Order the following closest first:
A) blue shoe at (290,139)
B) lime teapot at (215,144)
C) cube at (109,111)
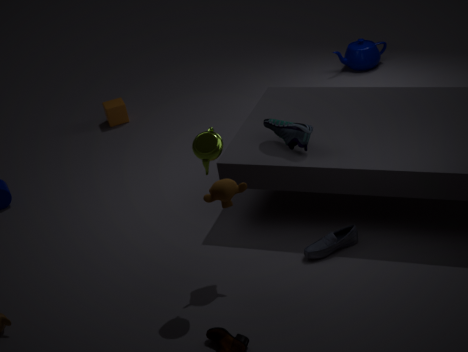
lime teapot at (215,144), blue shoe at (290,139), cube at (109,111)
